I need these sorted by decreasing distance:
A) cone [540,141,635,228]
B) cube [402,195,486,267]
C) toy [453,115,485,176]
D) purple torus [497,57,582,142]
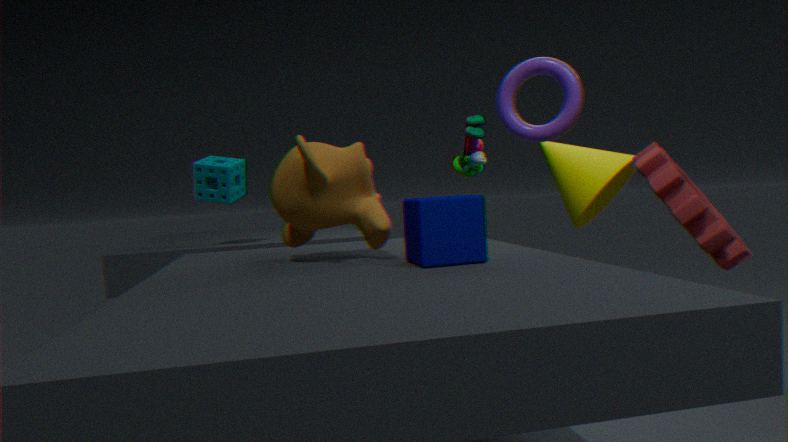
toy [453,115,485,176]
cone [540,141,635,228]
purple torus [497,57,582,142]
cube [402,195,486,267]
